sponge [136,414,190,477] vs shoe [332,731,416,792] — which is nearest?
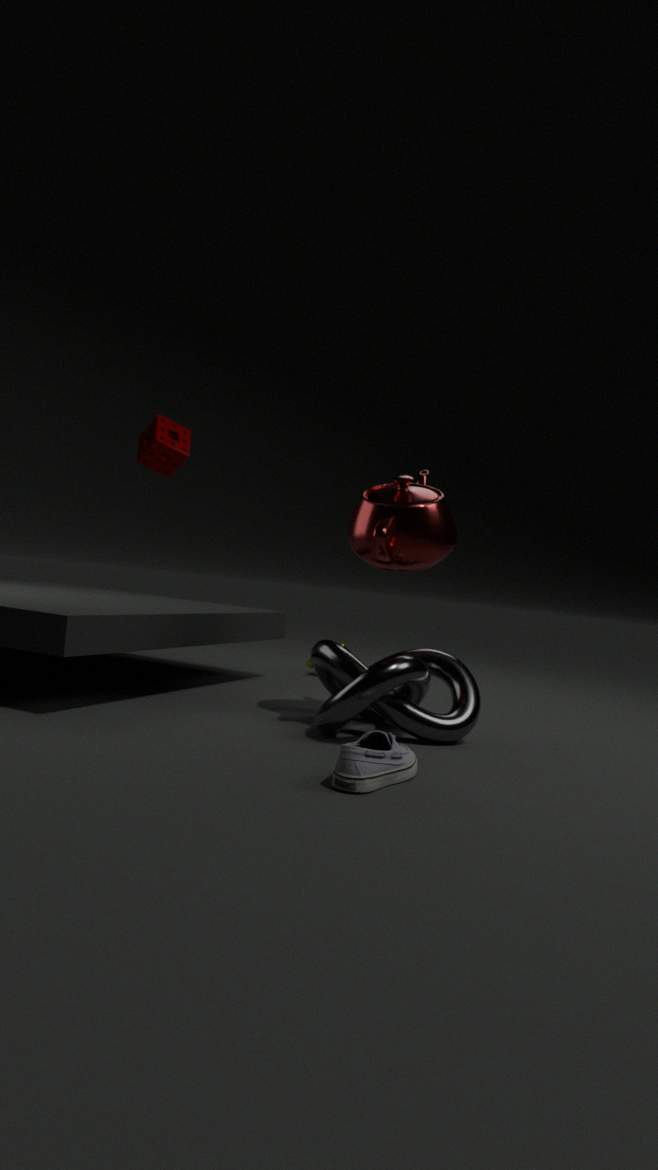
shoe [332,731,416,792]
